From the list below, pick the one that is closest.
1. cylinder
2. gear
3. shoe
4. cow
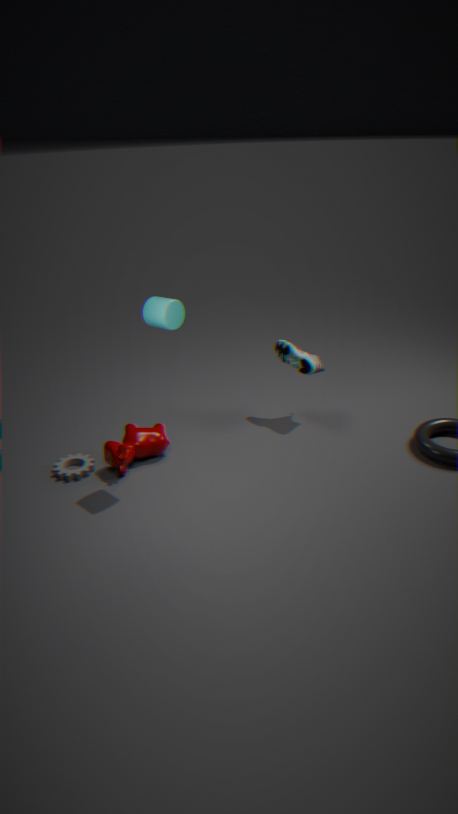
cylinder
